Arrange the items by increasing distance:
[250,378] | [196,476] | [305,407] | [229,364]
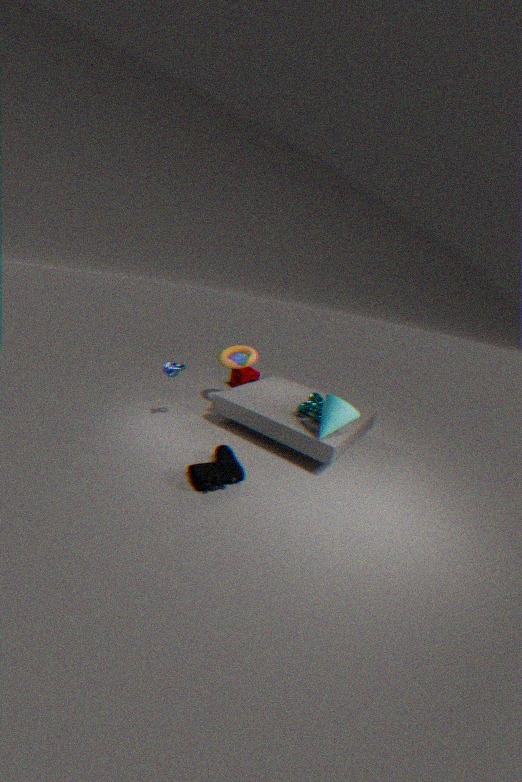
[196,476]
[305,407]
[229,364]
[250,378]
